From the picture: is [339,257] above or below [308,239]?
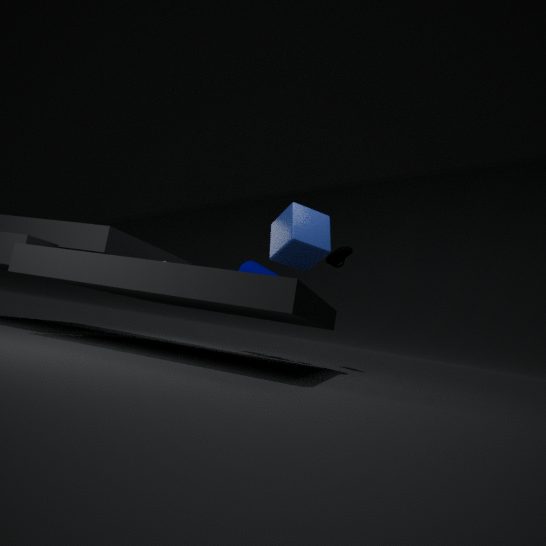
above
